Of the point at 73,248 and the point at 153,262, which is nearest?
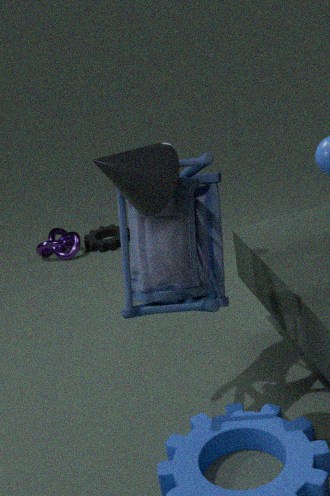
the point at 153,262
